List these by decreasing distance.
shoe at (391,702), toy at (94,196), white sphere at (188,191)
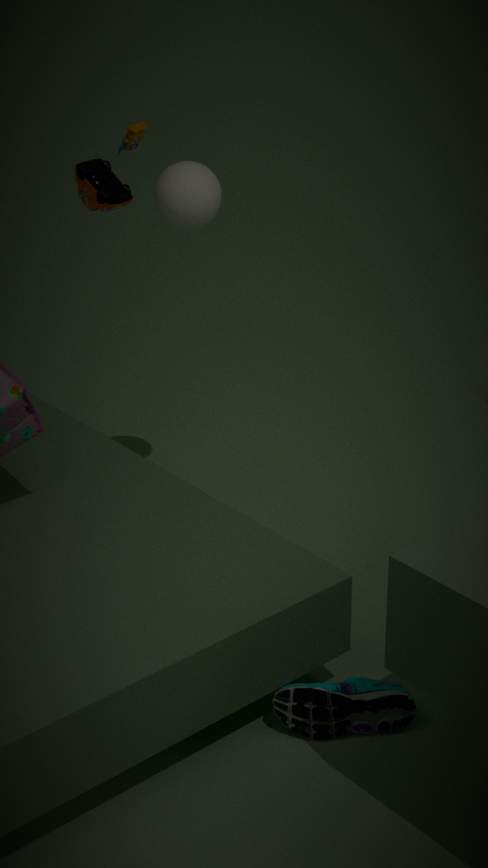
white sphere at (188,191)
toy at (94,196)
shoe at (391,702)
